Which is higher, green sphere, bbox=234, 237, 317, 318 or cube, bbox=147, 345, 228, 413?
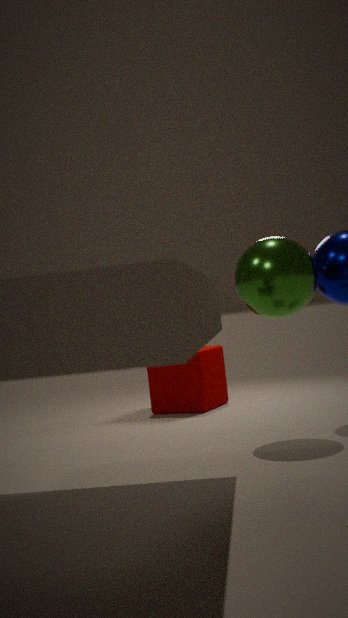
green sphere, bbox=234, 237, 317, 318
